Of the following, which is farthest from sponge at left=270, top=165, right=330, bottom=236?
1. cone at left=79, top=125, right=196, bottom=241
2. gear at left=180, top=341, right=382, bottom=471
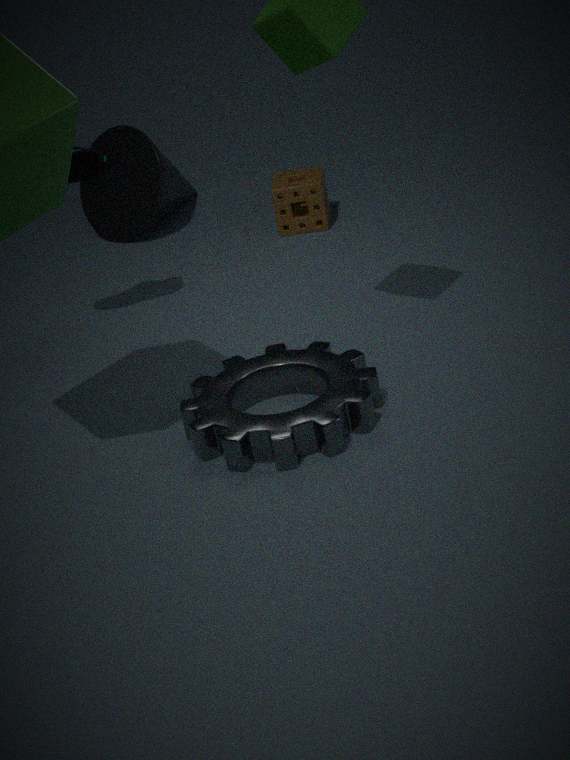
gear at left=180, top=341, right=382, bottom=471
